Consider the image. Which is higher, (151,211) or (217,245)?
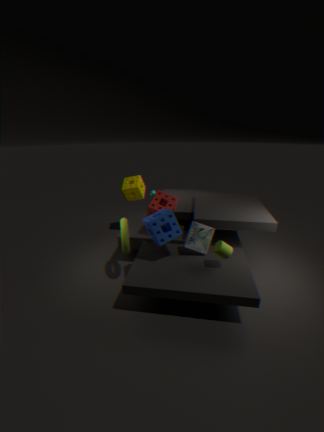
(151,211)
